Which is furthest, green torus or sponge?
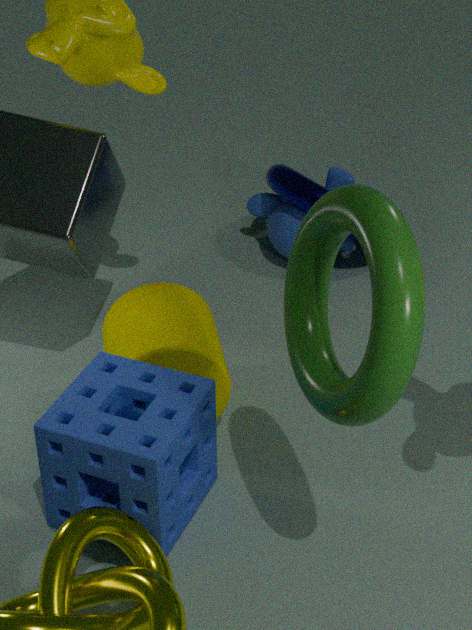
sponge
